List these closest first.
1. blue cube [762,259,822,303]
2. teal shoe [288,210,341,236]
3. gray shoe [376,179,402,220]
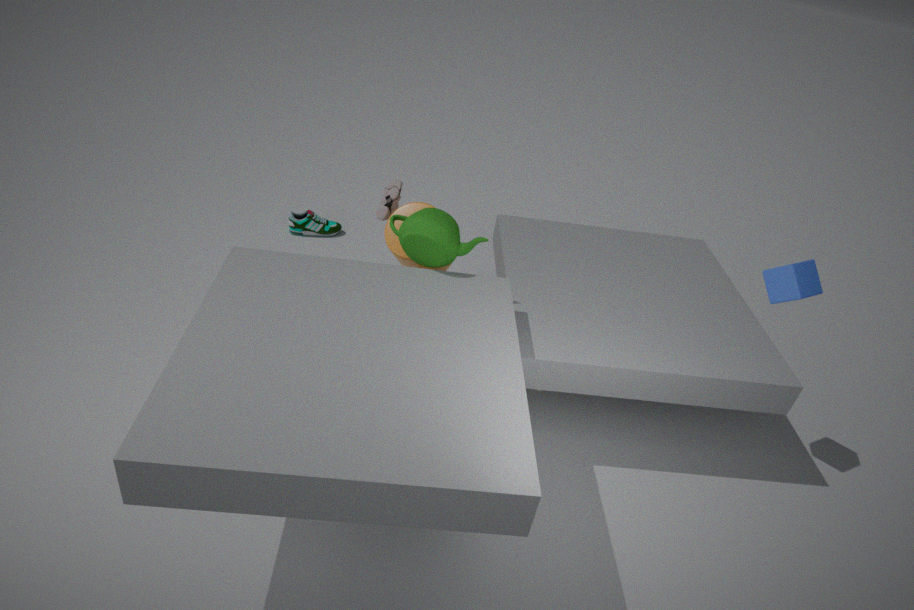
blue cube [762,259,822,303] < gray shoe [376,179,402,220] < teal shoe [288,210,341,236]
